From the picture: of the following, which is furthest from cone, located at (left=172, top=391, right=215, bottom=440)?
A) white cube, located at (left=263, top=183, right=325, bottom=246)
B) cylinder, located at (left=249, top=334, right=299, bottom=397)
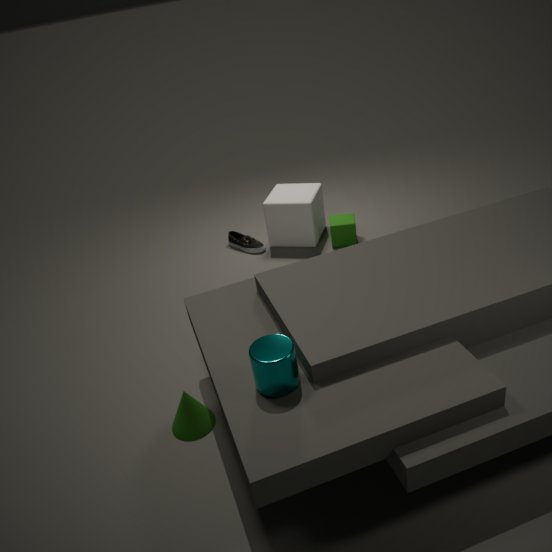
white cube, located at (left=263, top=183, right=325, bottom=246)
